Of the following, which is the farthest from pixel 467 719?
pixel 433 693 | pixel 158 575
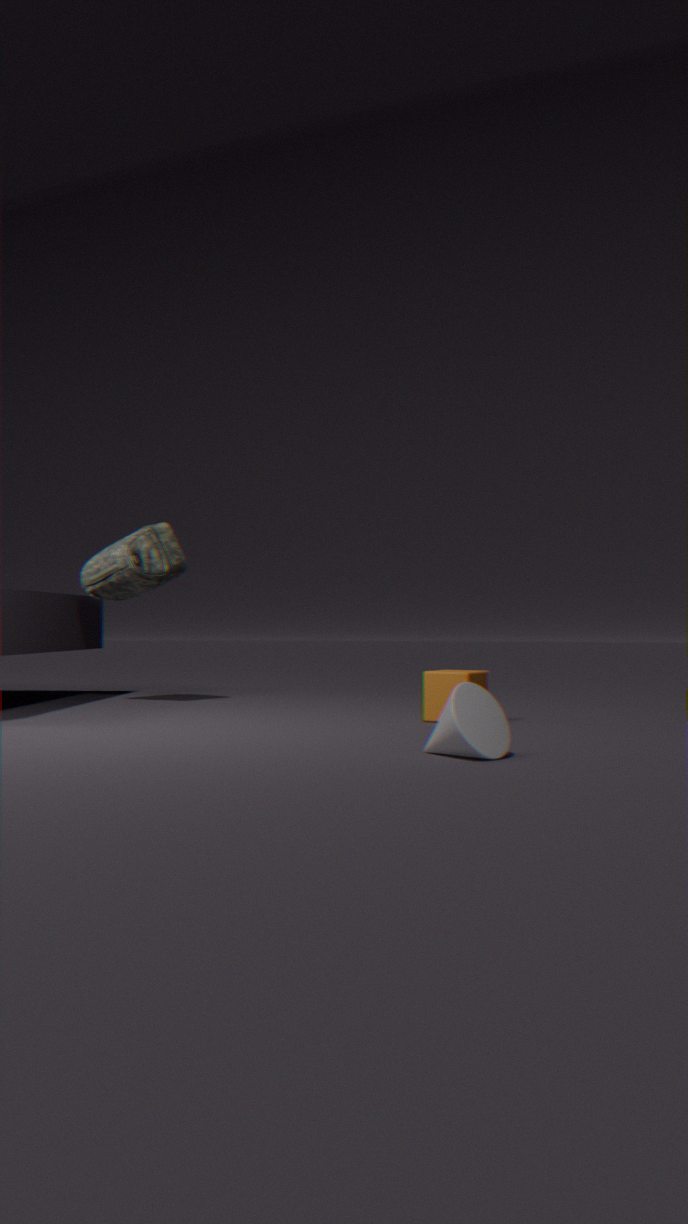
pixel 158 575
